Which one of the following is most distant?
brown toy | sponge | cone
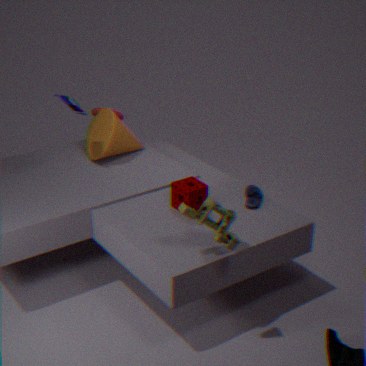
cone
